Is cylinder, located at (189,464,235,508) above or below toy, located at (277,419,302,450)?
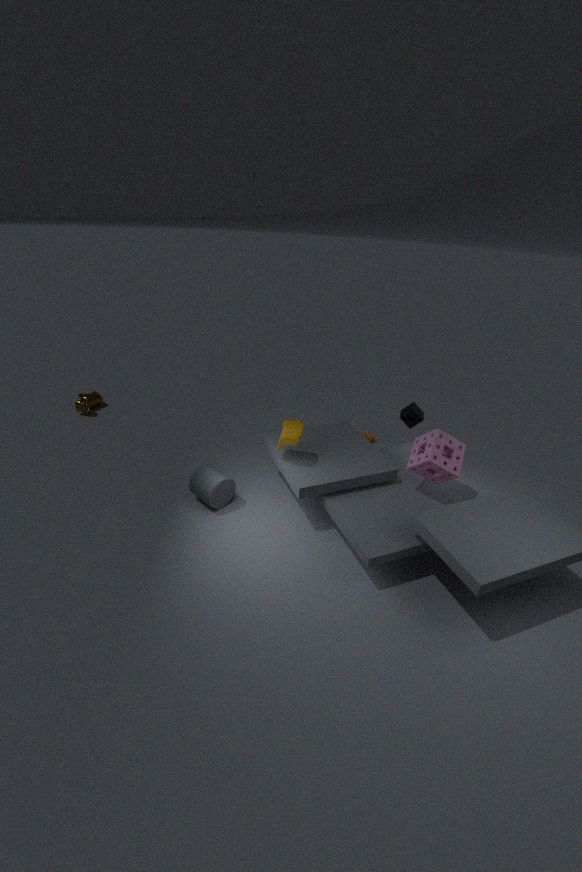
below
